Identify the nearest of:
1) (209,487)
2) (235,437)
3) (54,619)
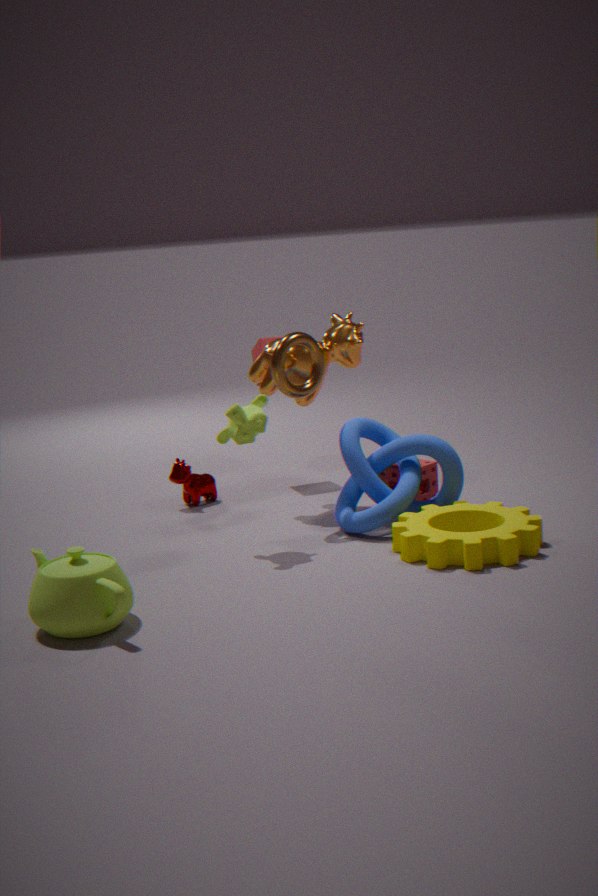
3. (54,619)
